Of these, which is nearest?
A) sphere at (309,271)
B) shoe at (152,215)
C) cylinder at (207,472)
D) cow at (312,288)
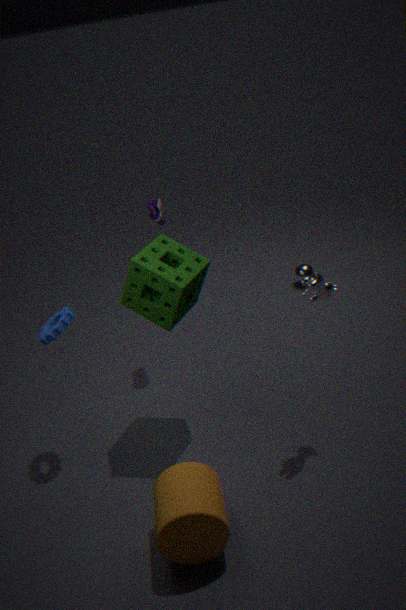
cylinder at (207,472)
